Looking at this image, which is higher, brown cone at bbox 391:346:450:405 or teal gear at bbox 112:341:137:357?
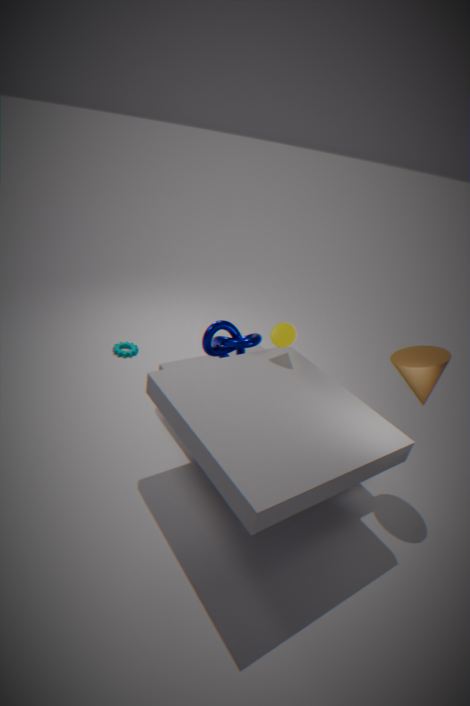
brown cone at bbox 391:346:450:405
